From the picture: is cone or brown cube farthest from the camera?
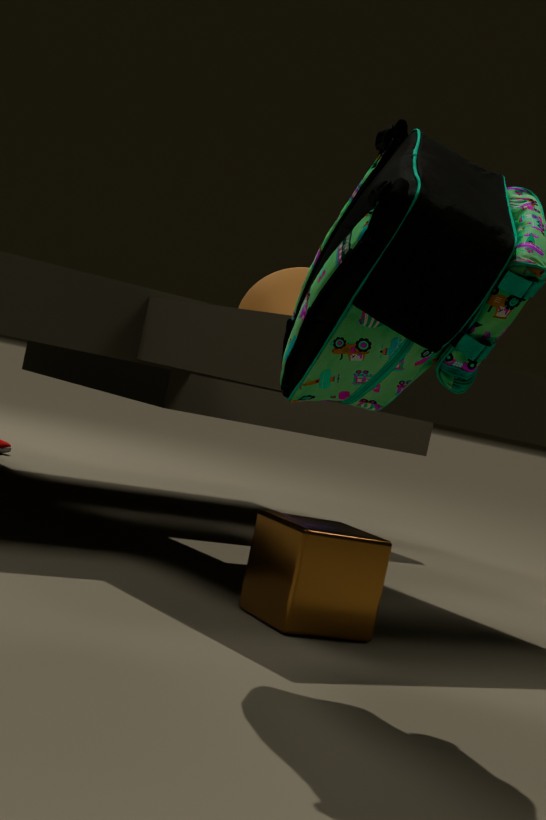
cone
